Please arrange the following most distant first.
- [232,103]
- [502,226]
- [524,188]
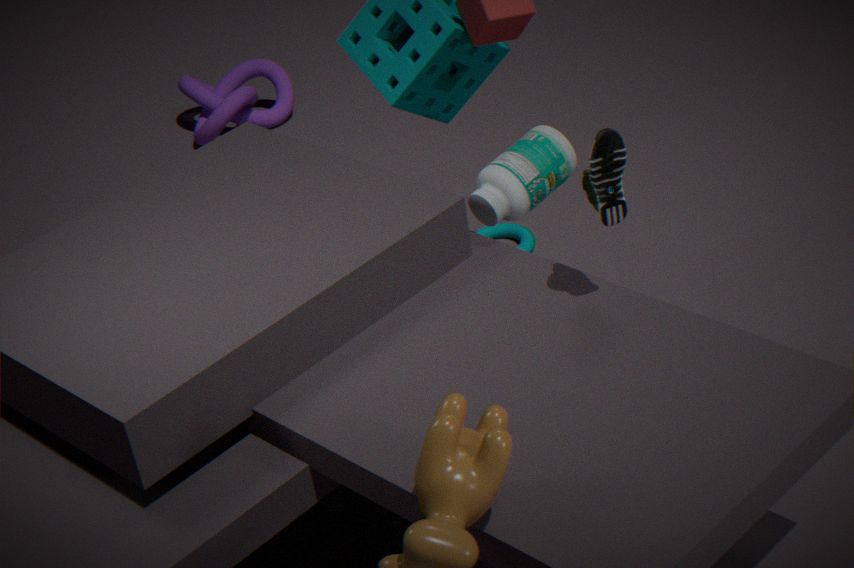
[232,103]
[502,226]
[524,188]
